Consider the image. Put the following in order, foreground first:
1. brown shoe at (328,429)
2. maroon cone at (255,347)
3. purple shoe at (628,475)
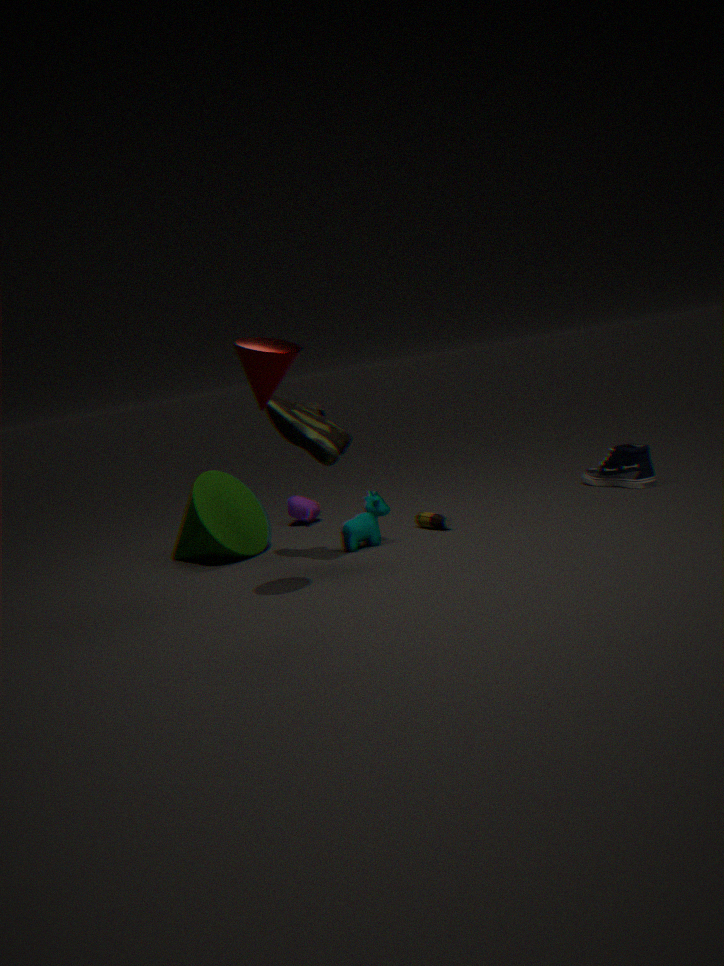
maroon cone at (255,347) < brown shoe at (328,429) < purple shoe at (628,475)
